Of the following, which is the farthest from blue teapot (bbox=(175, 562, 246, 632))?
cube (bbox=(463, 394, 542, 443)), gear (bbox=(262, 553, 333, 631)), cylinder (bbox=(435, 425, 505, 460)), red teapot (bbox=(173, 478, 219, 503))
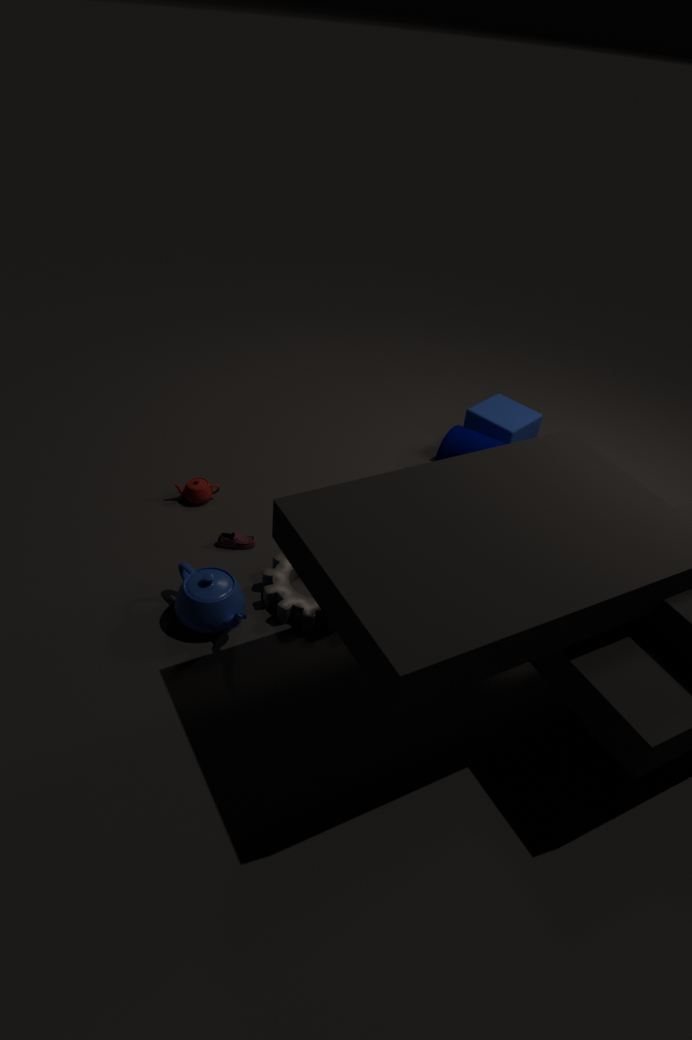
cube (bbox=(463, 394, 542, 443))
